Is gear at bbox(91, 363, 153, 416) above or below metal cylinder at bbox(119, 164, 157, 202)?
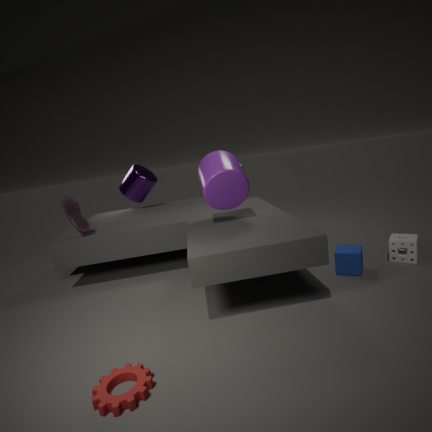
below
